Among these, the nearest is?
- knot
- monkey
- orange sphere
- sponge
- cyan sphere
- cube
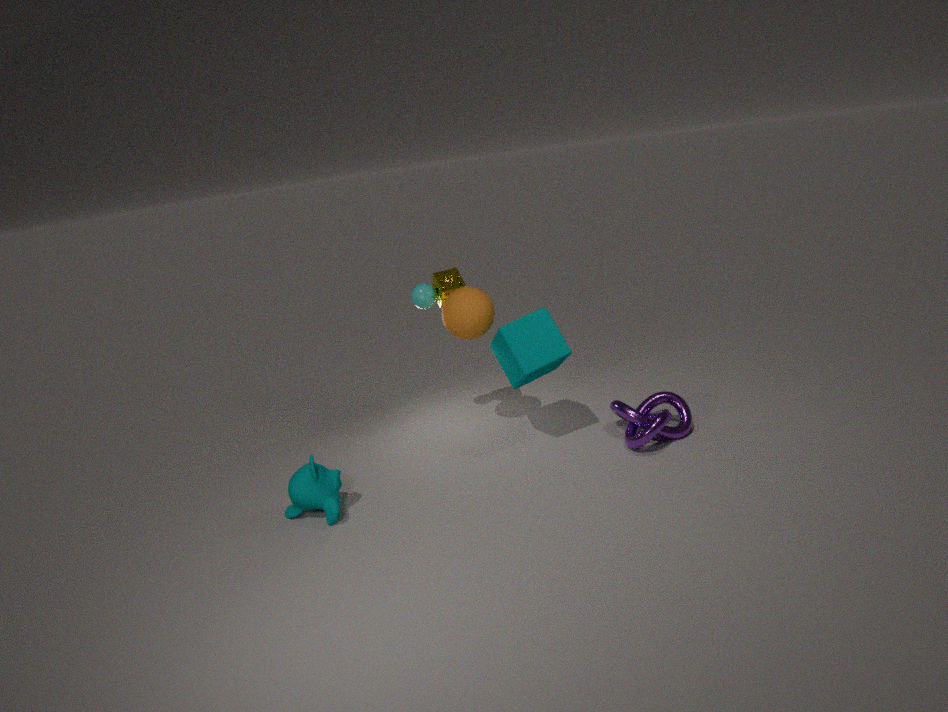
monkey
